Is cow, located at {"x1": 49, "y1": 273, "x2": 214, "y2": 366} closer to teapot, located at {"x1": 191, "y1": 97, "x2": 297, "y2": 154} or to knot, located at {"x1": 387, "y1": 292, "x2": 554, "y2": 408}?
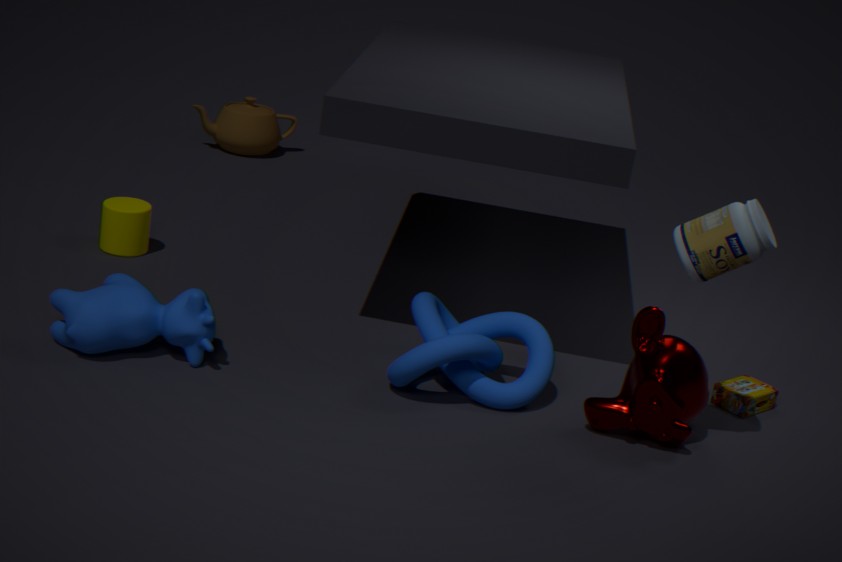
knot, located at {"x1": 387, "y1": 292, "x2": 554, "y2": 408}
